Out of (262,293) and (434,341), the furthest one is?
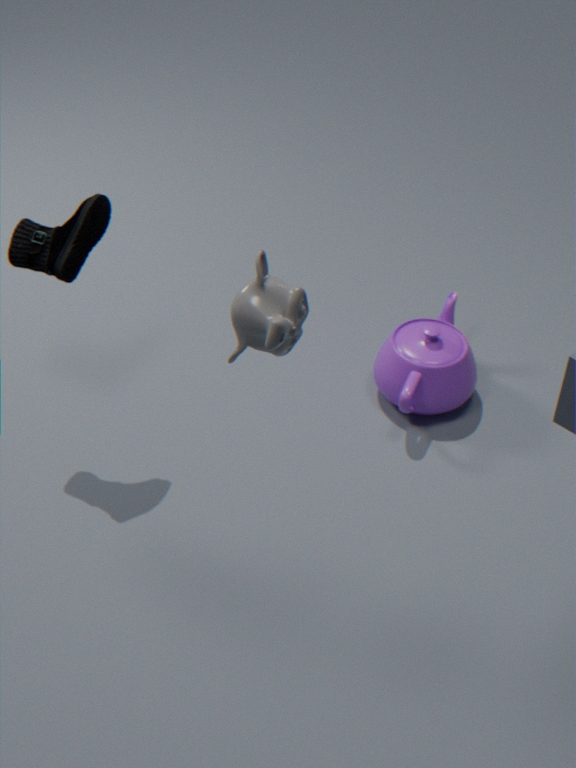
(434,341)
